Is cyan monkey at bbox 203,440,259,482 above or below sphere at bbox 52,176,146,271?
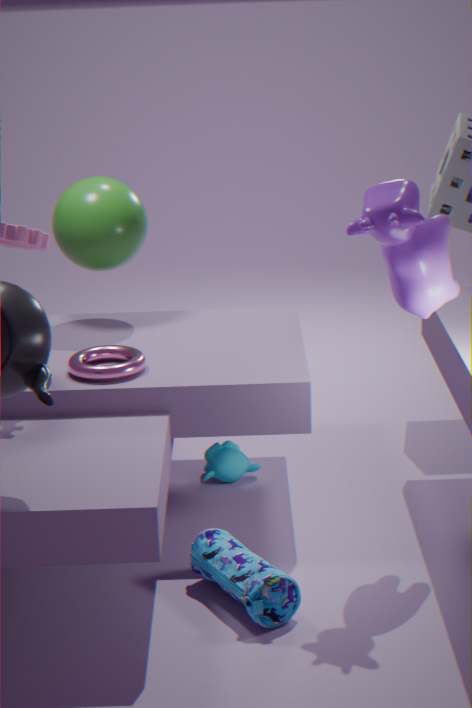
below
